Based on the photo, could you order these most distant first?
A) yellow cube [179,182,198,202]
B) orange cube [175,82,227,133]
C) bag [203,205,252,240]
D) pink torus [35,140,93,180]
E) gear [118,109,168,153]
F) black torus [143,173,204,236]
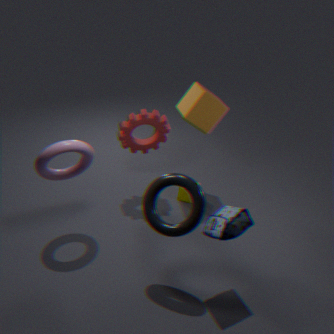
yellow cube [179,182,198,202] → orange cube [175,82,227,133] → gear [118,109,168,153] → pink torus [35,140,93,180] → black torus [143,173,204,236] → bag [203,205,252,240]
